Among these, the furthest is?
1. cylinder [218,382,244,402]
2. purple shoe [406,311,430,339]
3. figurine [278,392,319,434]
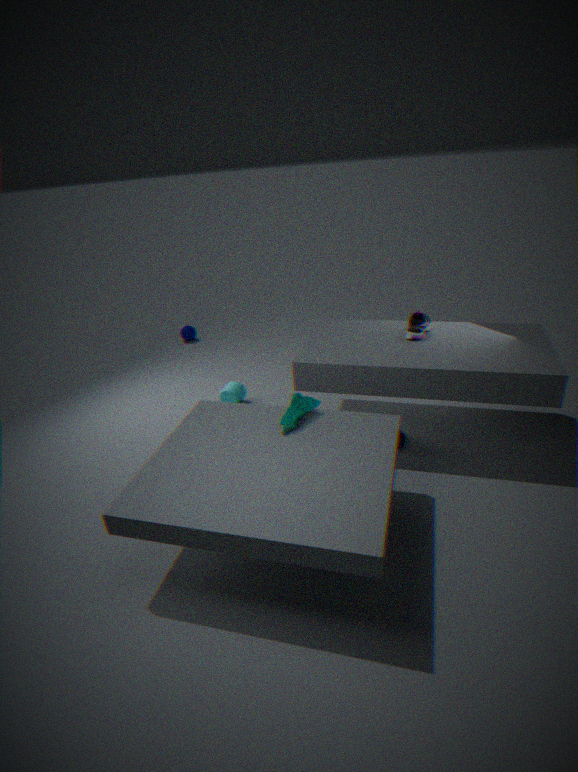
cylinder [218,382,244,402]
